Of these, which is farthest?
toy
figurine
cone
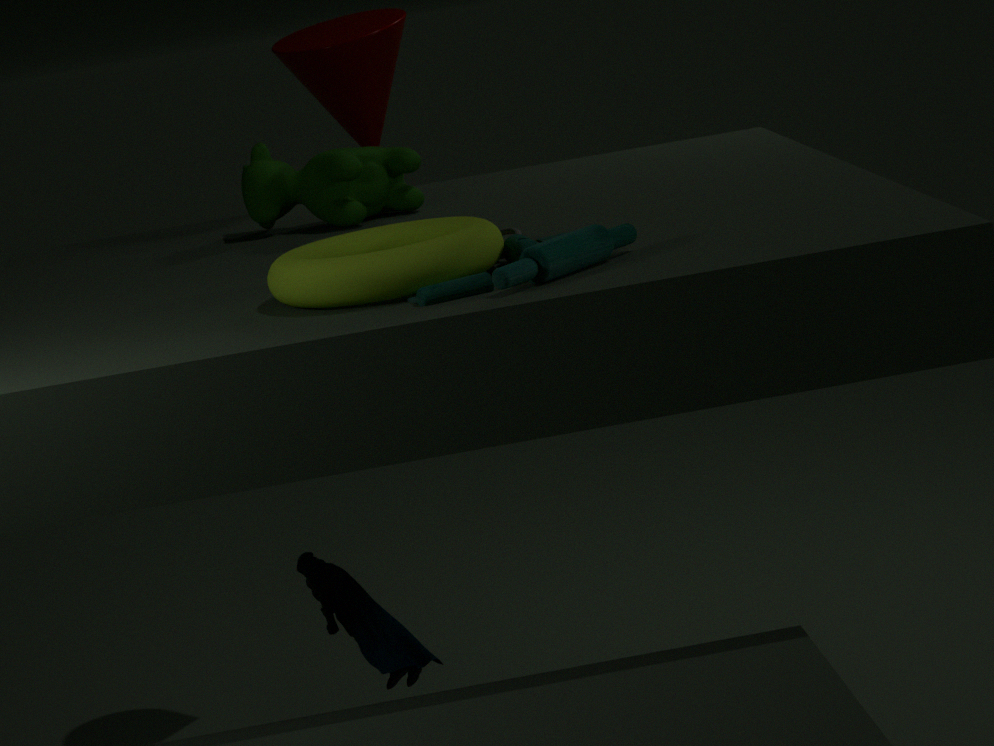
cone
